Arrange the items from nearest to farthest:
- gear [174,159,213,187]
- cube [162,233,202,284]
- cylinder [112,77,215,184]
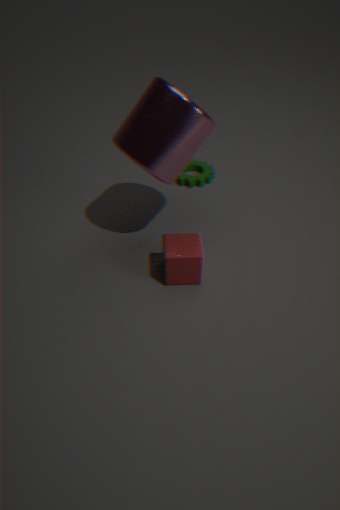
cylinder [112,77,215,184] → cube [162,233,202,284] → gear [174,159,213,187]
